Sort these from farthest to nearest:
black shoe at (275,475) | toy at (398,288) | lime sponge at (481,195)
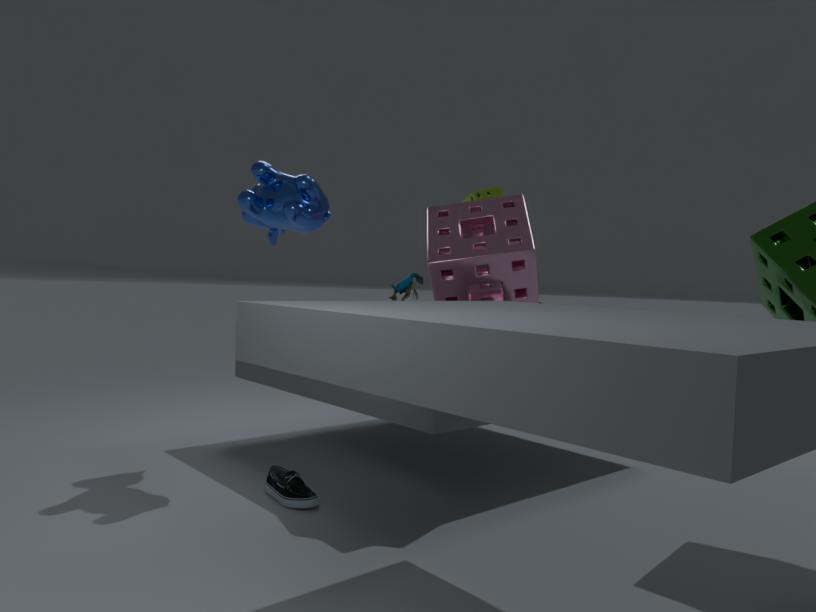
lime sponge at (481,195), toy at (398,288), black shoe at (275,475)
